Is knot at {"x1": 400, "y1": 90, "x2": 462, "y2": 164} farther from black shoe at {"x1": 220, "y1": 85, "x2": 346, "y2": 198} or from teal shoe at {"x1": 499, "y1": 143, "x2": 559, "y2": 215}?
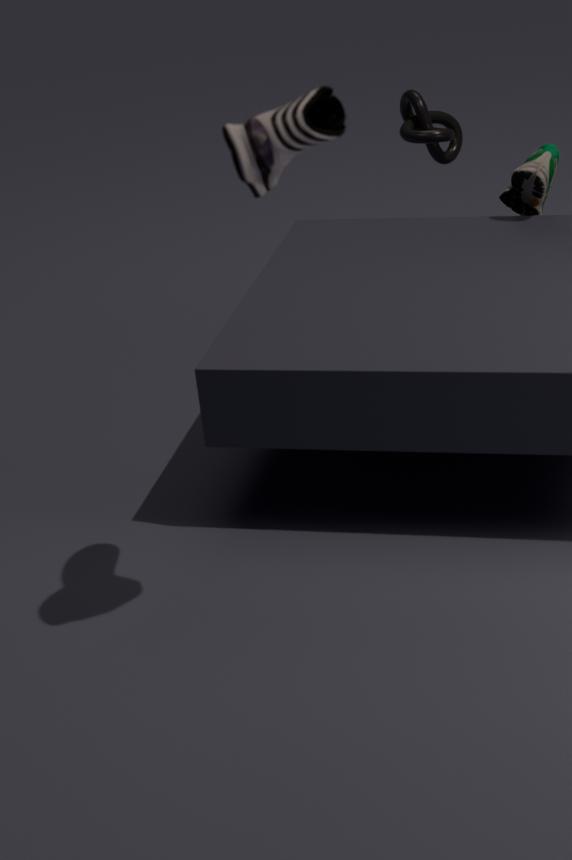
black shoe at {"x1": 220, "y1": 85, "x2": 346, "y2": 198}
